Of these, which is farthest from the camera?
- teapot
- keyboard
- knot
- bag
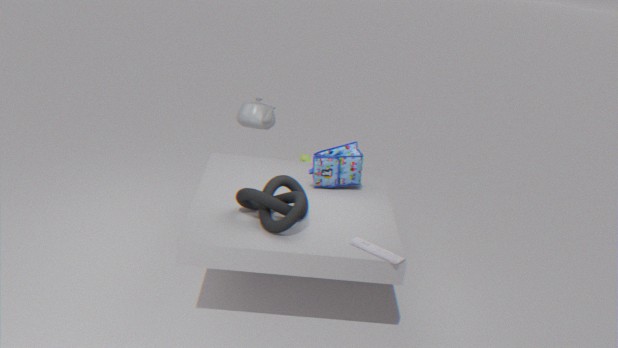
teapot
